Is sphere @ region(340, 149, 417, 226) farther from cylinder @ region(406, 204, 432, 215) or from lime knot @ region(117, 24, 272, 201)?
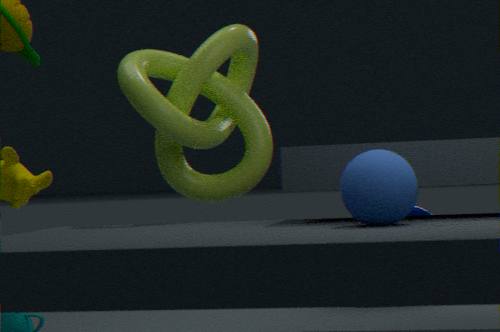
cylinder @ region(406, 204, 432, 215)
